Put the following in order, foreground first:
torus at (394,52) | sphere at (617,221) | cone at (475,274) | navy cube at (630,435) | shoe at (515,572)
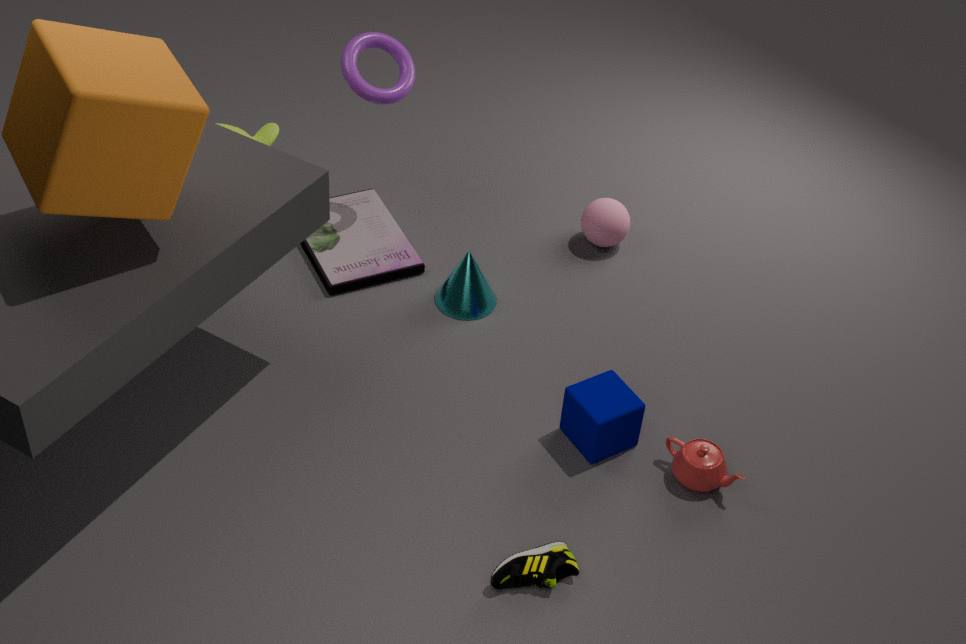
shoe at (515,572) < navy cube at (630,435) < cone at (475,274) < torus at (394,52) < sphere at (617,221)
